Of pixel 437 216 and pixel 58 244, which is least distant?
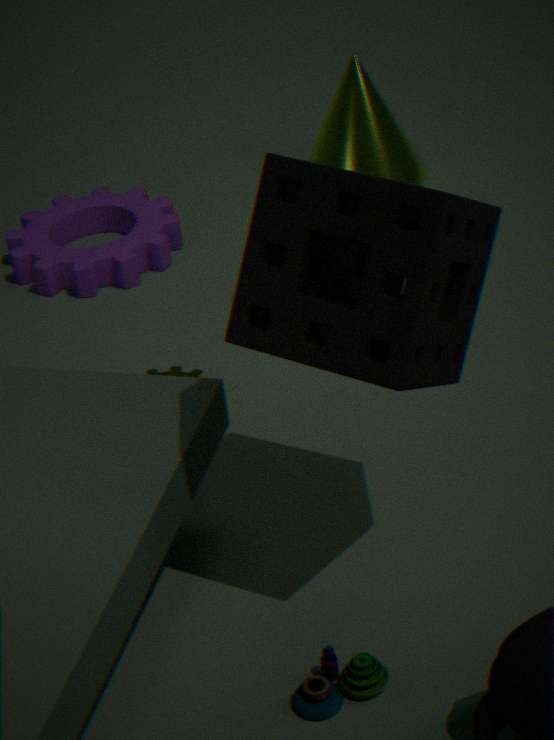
pixel 437 216
